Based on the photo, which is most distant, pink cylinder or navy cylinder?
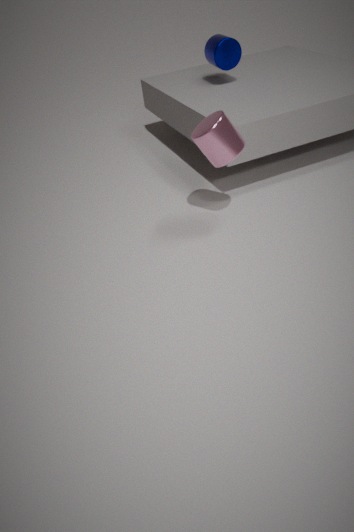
navy cylinder
